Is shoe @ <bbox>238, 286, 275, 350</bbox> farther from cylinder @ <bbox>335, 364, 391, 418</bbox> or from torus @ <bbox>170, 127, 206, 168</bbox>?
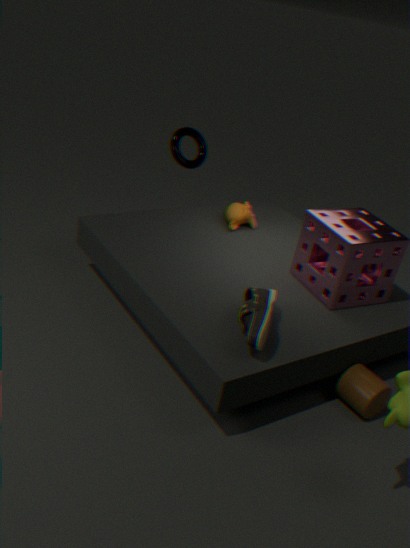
torus @ <bbox>170, 127, 206, 168</bbox>
